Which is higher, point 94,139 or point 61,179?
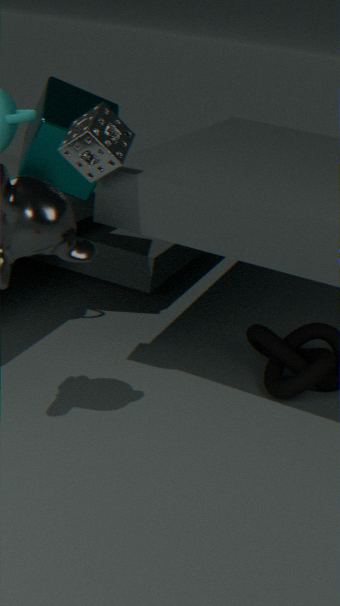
point 94,139
